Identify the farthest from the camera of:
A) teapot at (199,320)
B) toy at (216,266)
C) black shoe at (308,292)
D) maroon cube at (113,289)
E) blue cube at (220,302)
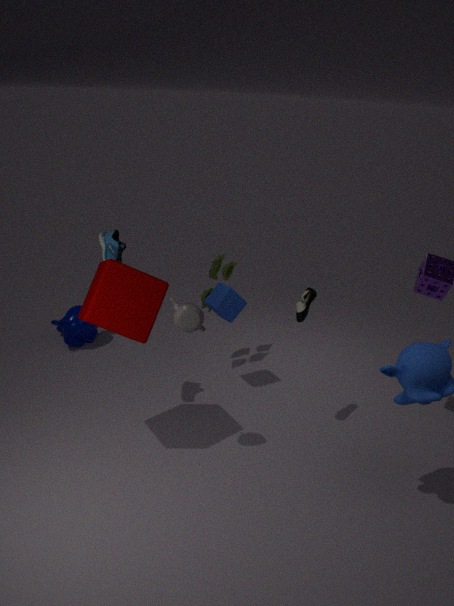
toy at (216,266)
